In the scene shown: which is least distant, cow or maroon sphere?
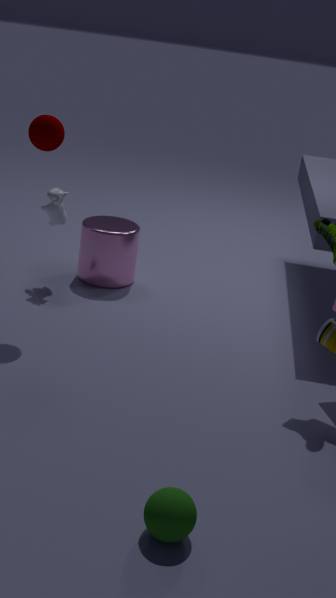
maroon sphere
